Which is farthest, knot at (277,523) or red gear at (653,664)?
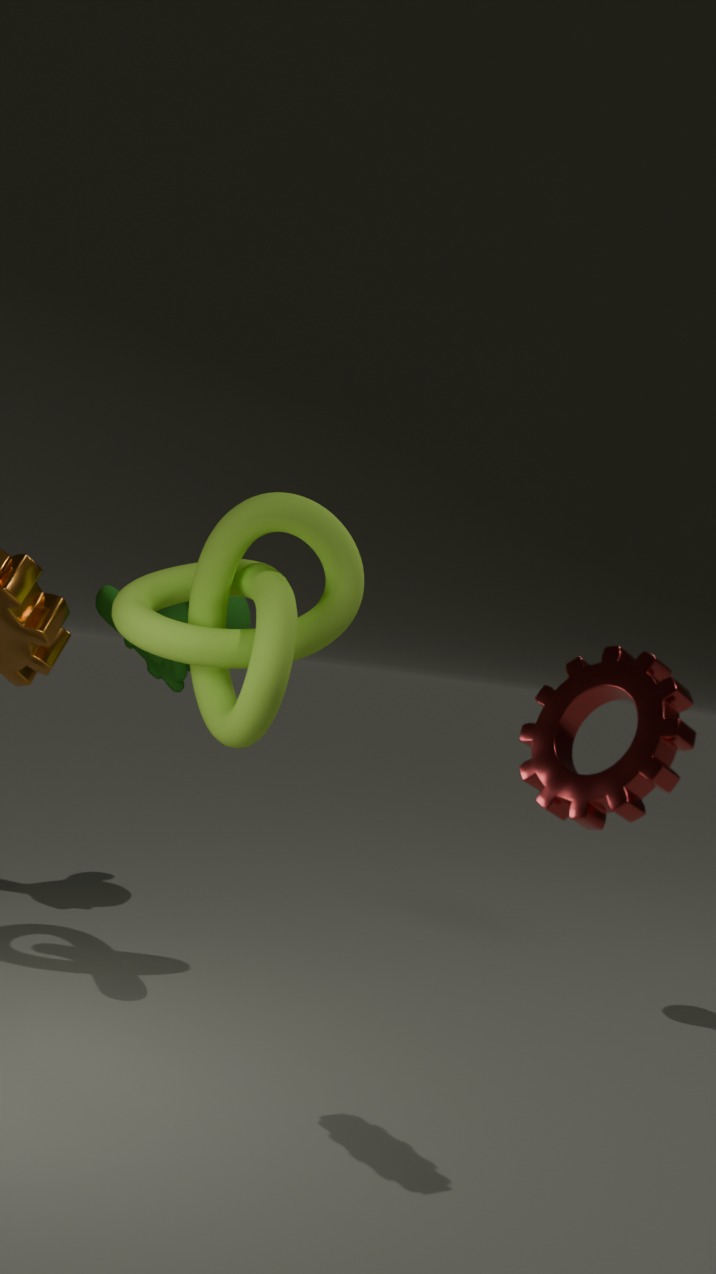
knot at (277,523)
